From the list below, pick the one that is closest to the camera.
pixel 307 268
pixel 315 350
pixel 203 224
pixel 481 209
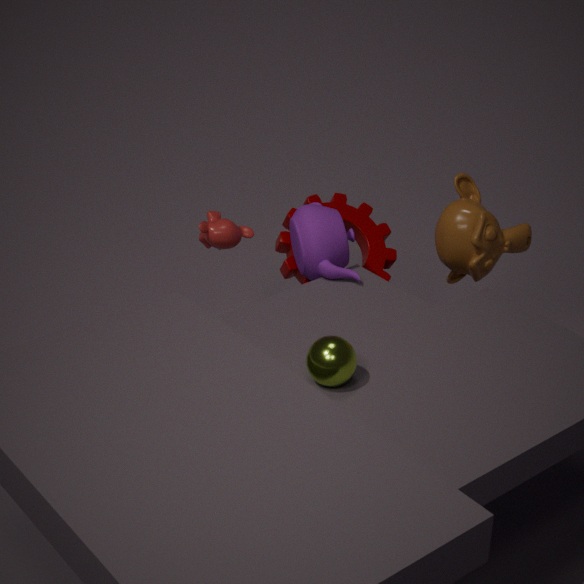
pixel 315 350
